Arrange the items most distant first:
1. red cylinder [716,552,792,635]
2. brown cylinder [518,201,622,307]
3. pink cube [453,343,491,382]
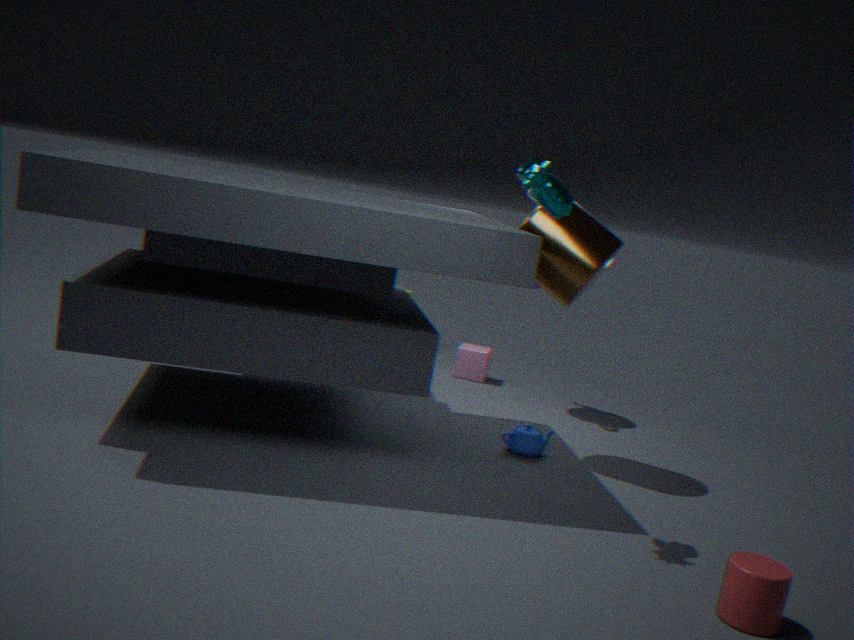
pink cube [453,343,491,382], brown cylinder [518,201,622,307], red cylinder [716,552,792,635]
